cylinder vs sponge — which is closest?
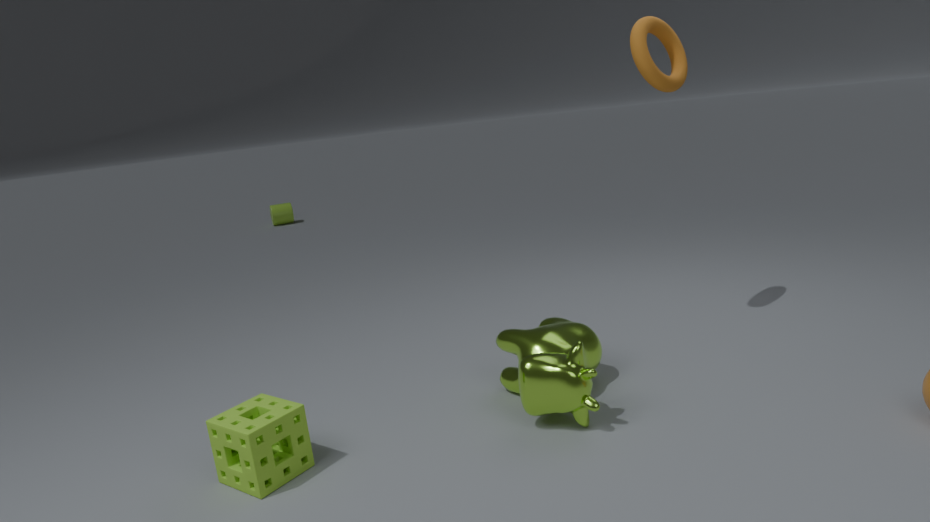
sponge
